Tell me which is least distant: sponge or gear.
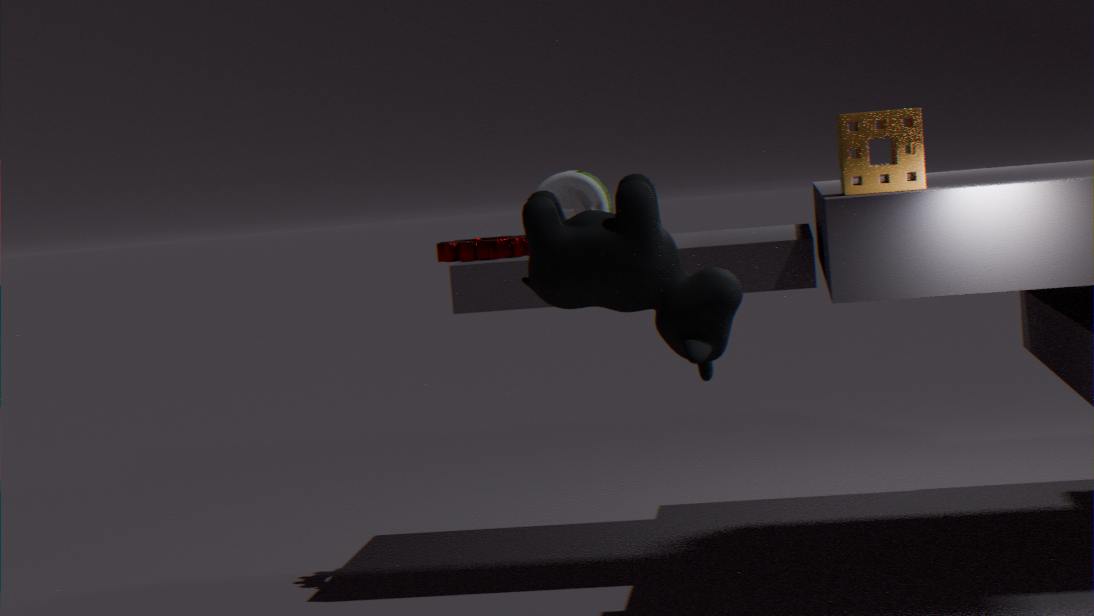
sponge
